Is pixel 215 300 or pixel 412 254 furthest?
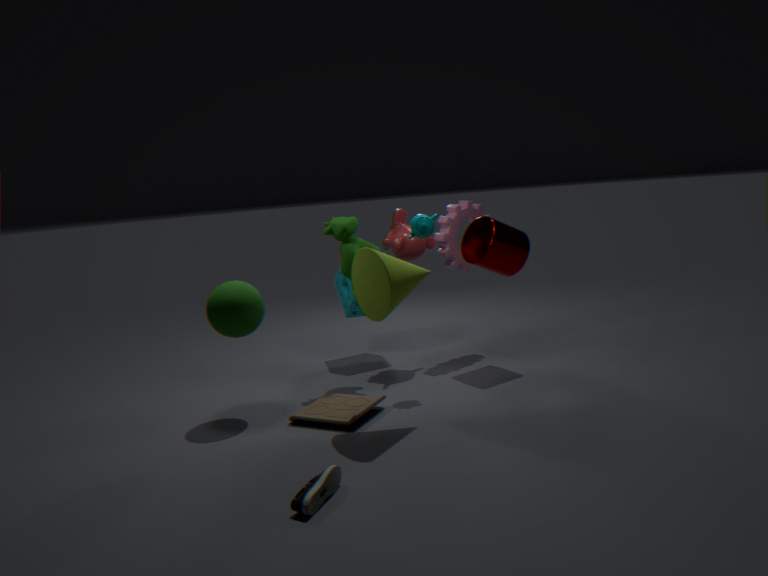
pixel 412 254
